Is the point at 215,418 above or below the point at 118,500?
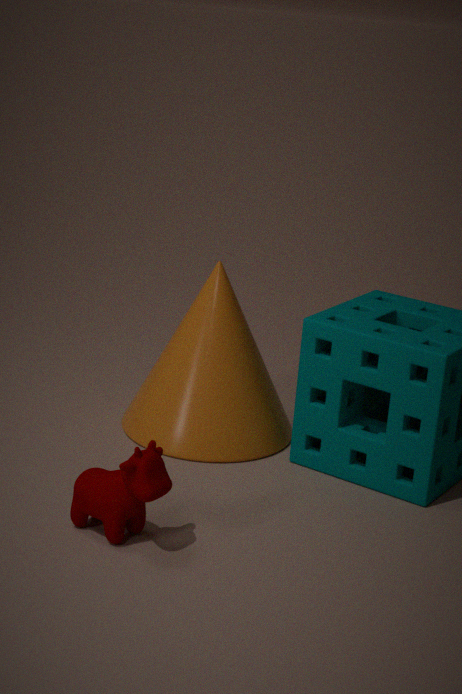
above
